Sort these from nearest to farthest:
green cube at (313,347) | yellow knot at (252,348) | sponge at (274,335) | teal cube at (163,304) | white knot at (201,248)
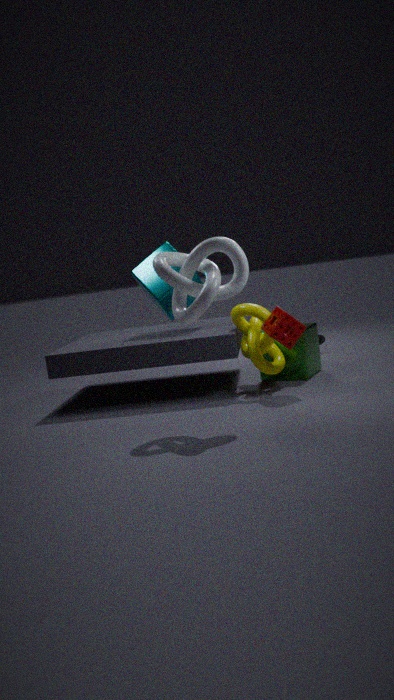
1. white knot at (201,248)
2. sponge at (274,335)
3. yellow knot at (252,348)
4. green cube at (313,347)
5. teal cube at (163,304)
